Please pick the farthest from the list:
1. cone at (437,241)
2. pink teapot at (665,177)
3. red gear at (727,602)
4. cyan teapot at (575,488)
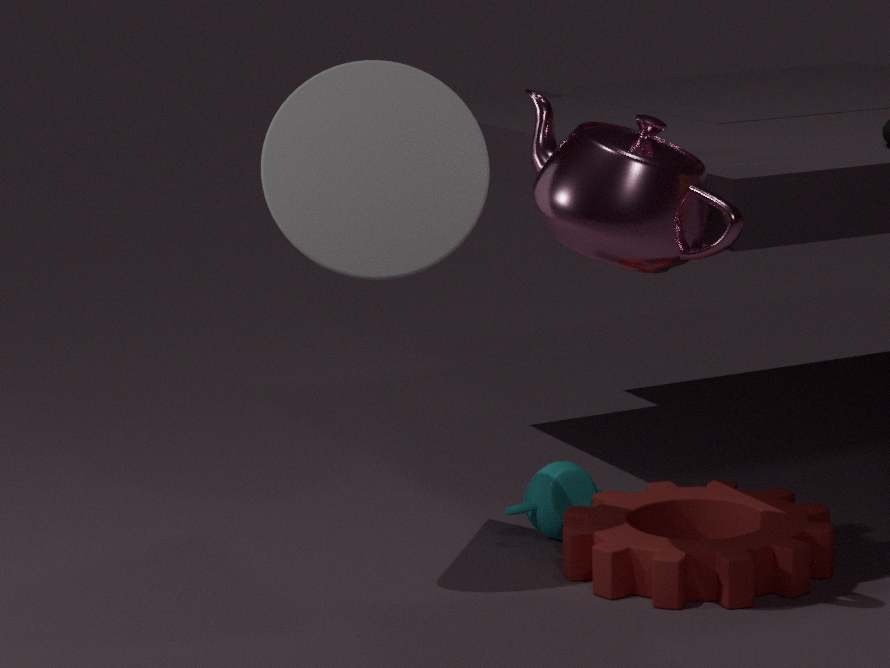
cyan teapot at (575,488)
